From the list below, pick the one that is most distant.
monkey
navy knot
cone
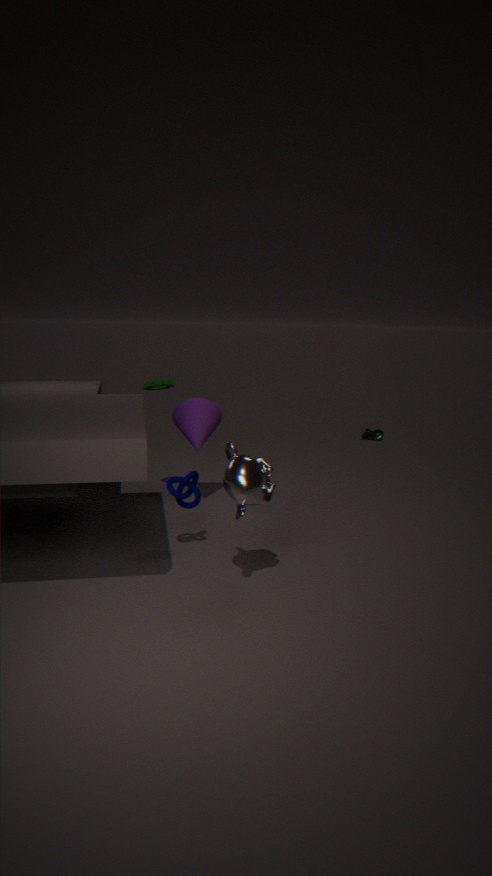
cone
